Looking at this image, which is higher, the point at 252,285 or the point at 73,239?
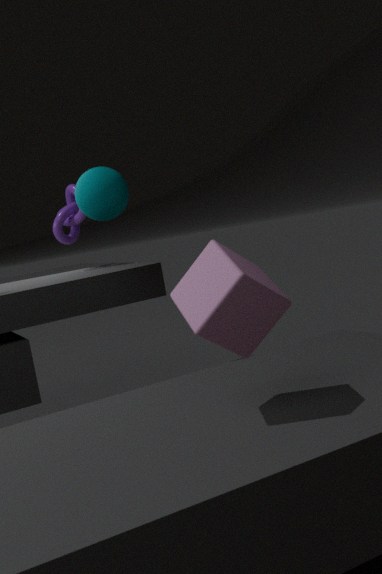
the point at 73,239
